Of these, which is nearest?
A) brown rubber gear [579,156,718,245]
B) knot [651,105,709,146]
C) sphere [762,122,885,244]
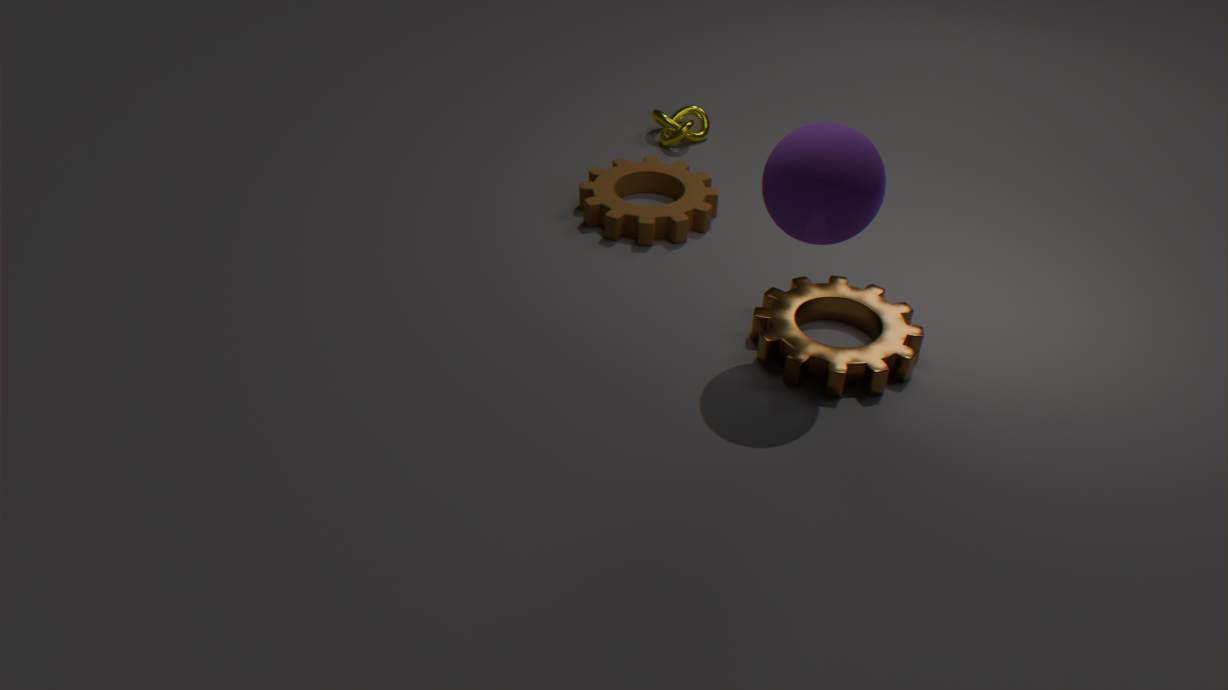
sphere [762,122,885,244]
